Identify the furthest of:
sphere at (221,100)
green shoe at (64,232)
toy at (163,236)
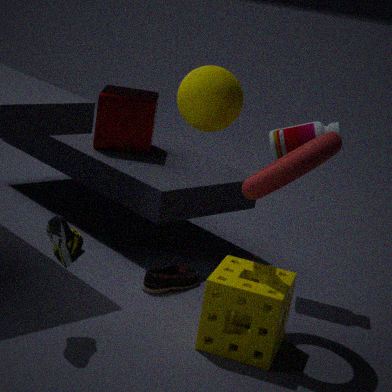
toy at (163,236)
